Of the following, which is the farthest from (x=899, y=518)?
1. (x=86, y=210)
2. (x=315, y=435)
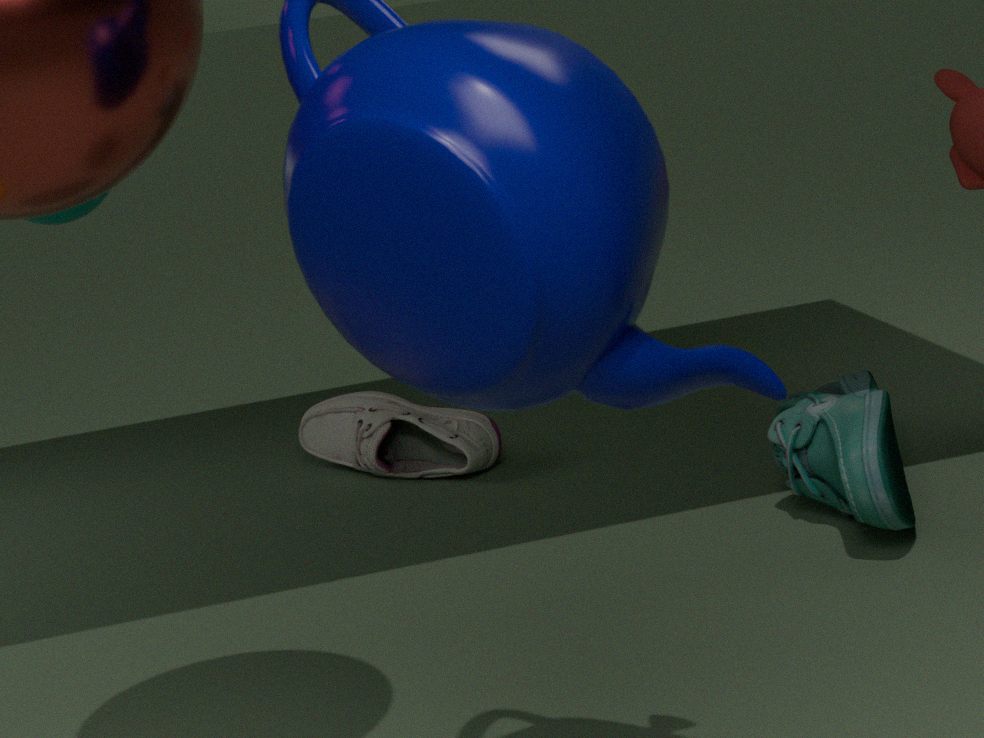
(x=86, y=210)
